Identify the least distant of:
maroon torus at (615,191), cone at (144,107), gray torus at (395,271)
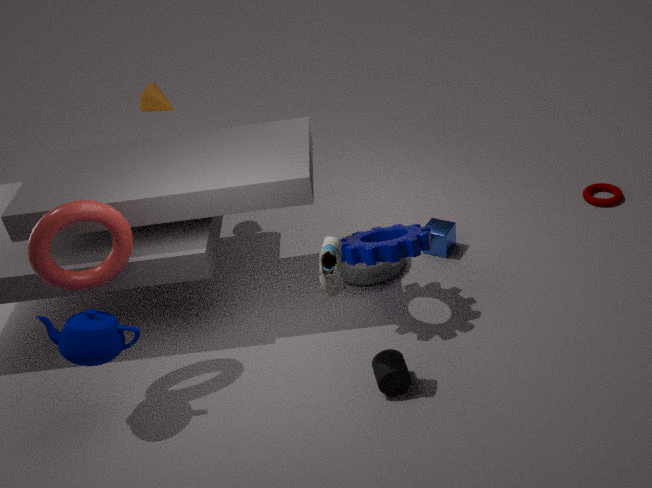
gray torus at (395,271)
